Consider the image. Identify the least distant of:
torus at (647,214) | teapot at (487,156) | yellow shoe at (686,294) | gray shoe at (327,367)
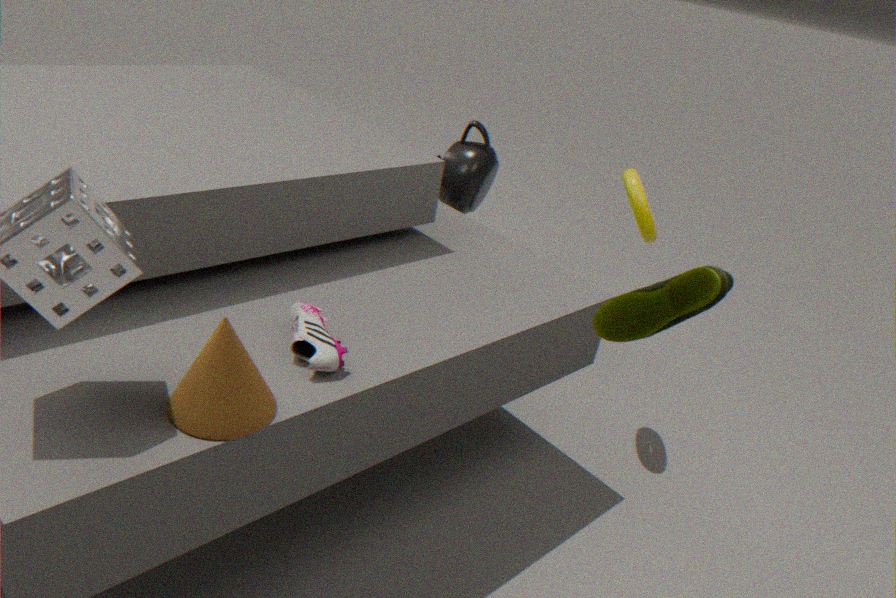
yellow shoe at (686,294)
